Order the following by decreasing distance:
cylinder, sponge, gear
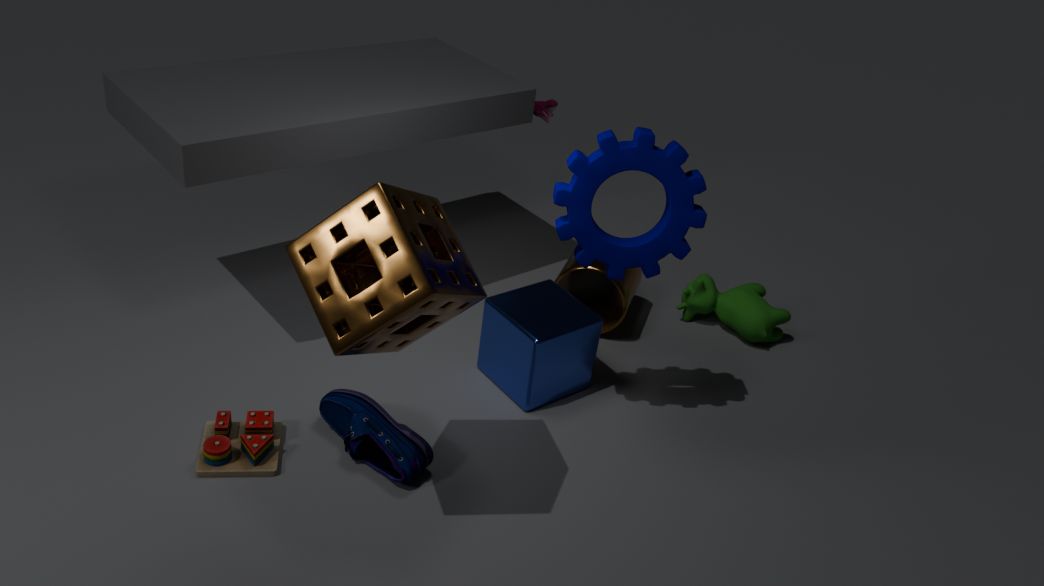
cylinder < gear < sponge
